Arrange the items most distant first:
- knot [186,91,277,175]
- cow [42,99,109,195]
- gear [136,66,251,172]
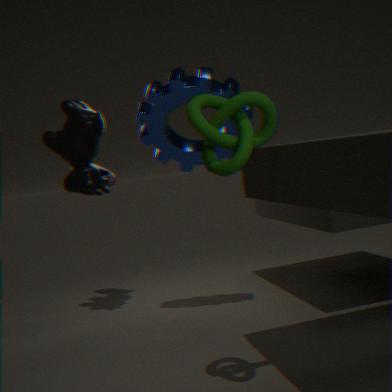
cow [42,99,109,195]
gear [136,66,251,172]
knot [186,91,277,175]
